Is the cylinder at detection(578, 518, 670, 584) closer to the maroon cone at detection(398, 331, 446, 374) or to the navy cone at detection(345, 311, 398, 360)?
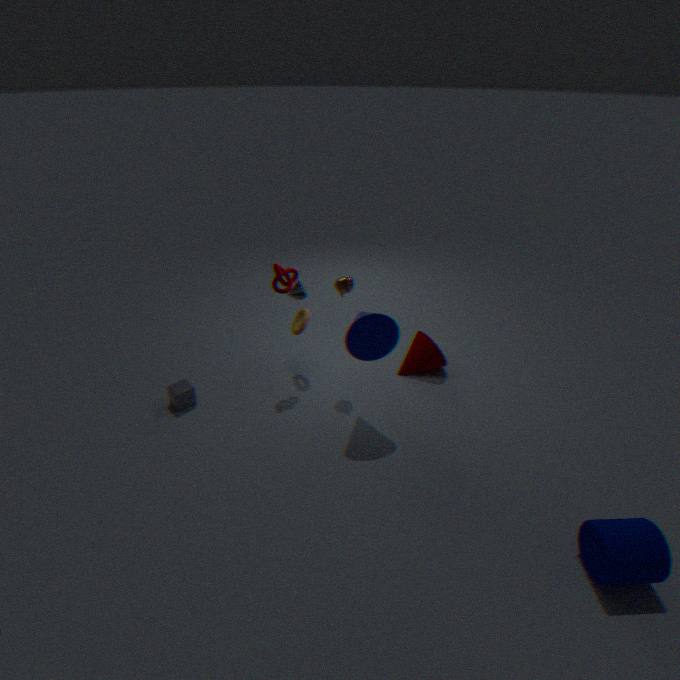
the navy cone at detection(345, 311, 398, 360)
